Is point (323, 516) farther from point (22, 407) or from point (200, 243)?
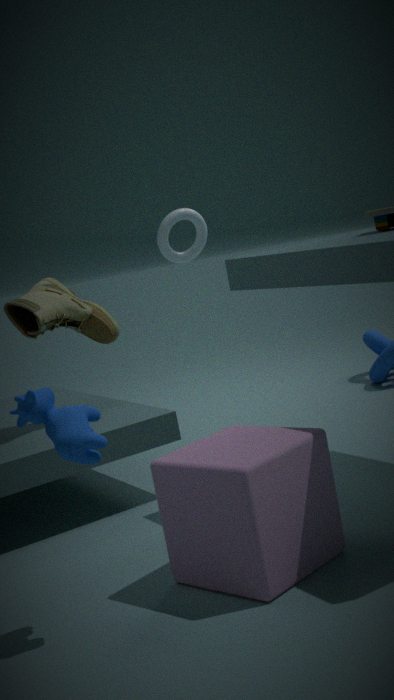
point (200, 243)
